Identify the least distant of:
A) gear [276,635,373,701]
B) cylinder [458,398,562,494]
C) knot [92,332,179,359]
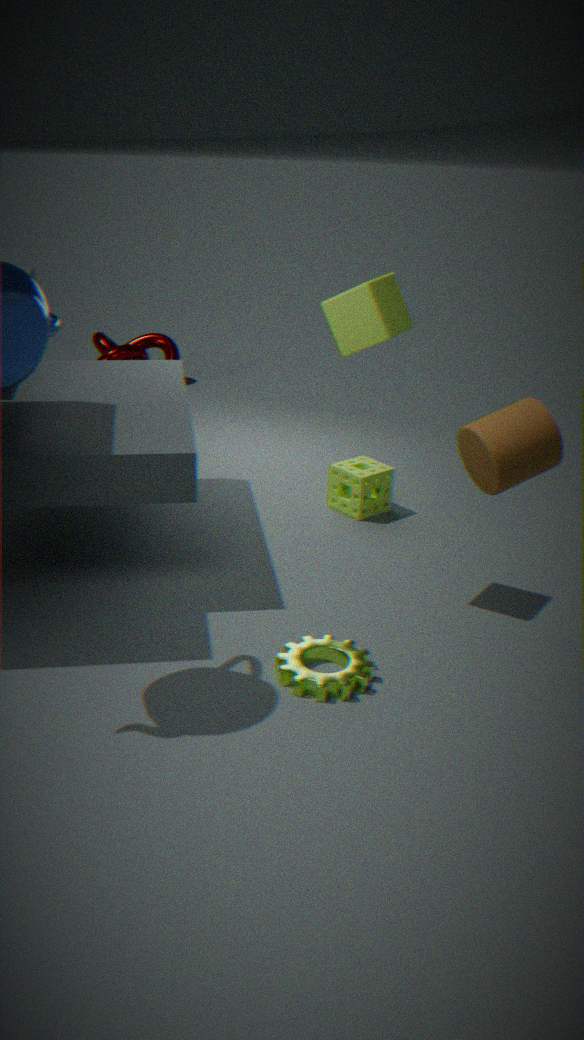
cylinder [458,398,562,494]
